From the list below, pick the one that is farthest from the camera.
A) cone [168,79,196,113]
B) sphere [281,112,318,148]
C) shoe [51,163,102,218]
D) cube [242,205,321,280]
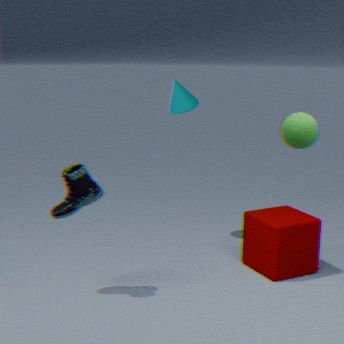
cone [168,79,196,113]
